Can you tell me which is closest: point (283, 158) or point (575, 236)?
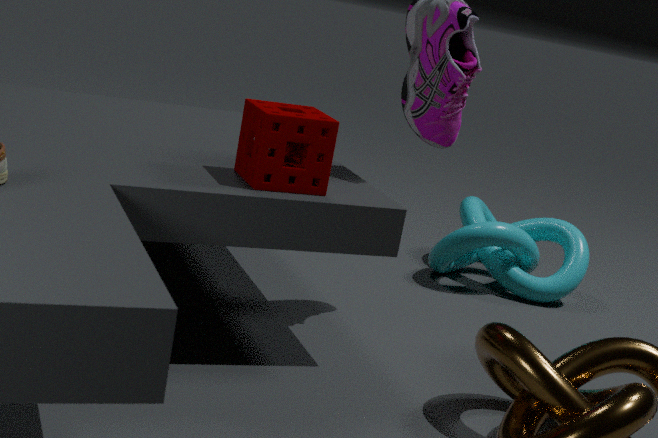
point (283, 158)
